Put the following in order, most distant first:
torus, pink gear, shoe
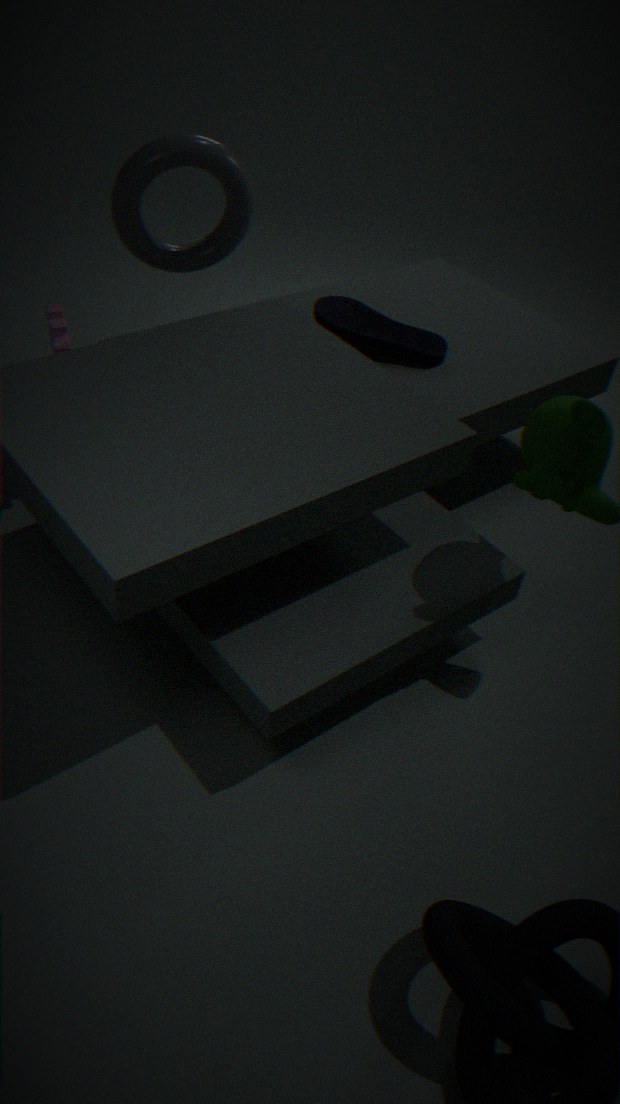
1. shoe
2. torus
3. pink gear
